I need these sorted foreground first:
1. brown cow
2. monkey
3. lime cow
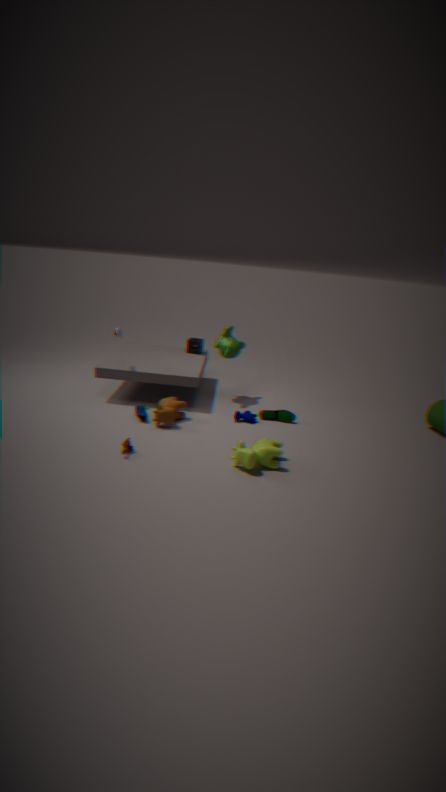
lime cow < brown cow < monkey
